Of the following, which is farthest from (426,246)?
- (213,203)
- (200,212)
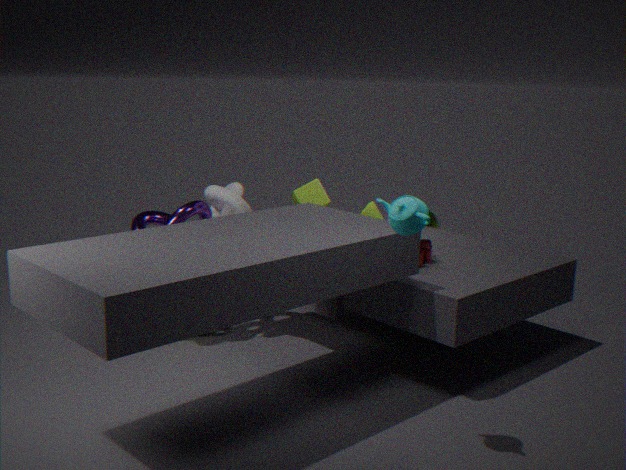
(200,212)
